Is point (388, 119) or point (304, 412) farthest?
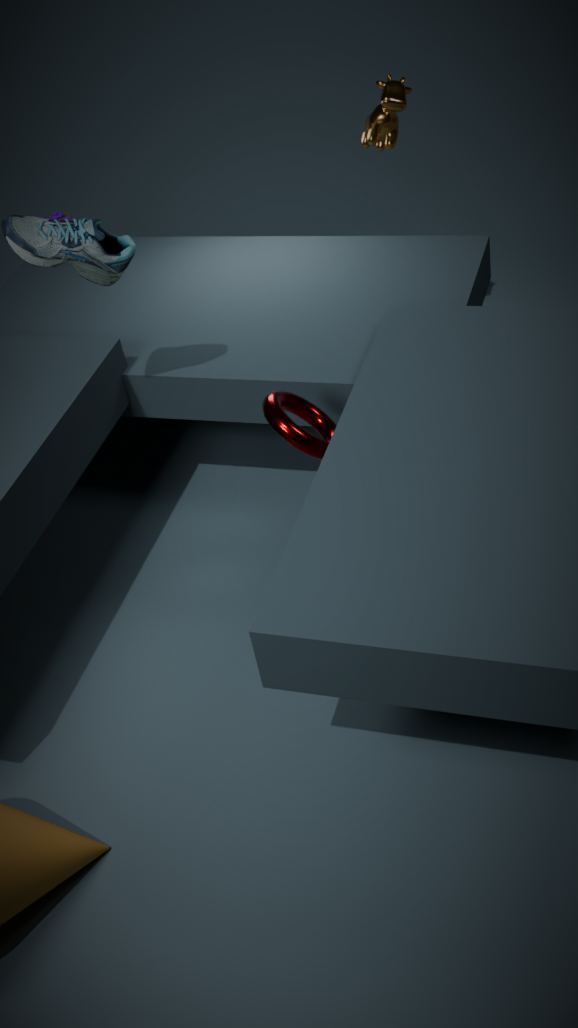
point (388, 119)
